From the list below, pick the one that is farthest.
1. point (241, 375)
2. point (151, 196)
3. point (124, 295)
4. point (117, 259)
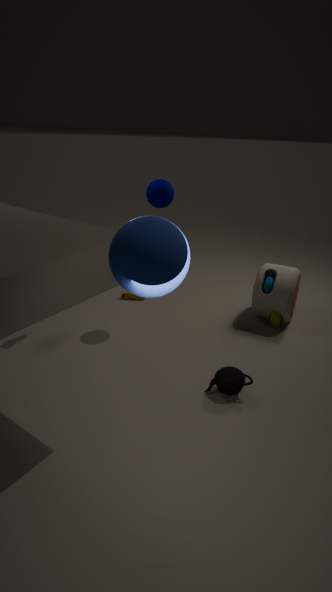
point (124, 295)
